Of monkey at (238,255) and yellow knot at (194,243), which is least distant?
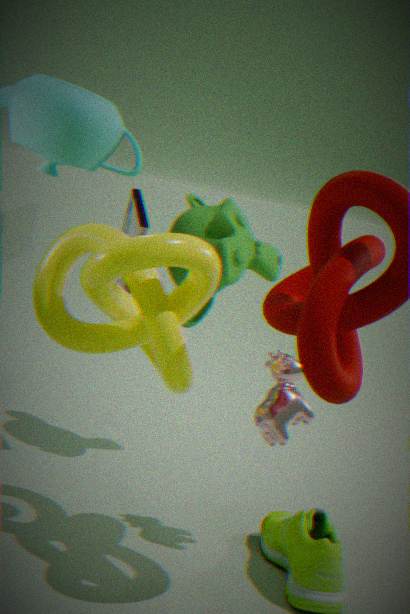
yellow knot at (194,243)
